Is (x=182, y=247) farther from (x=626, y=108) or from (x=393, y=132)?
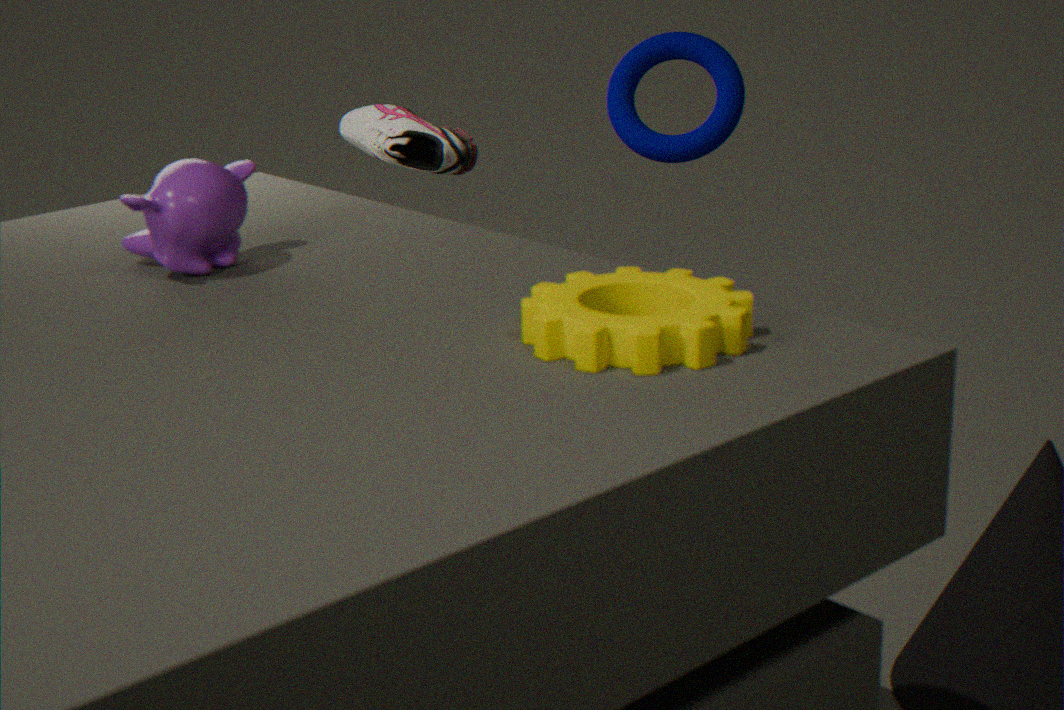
(x=626, y=108)
